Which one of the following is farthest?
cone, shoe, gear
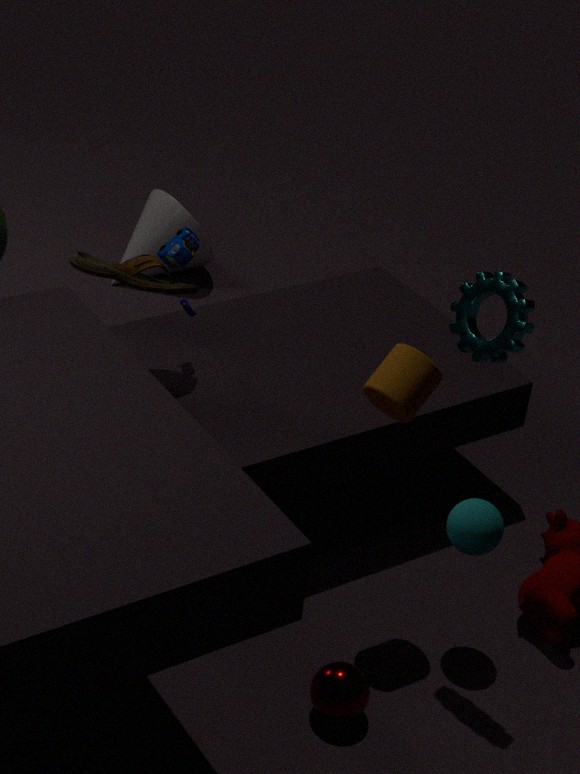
cone
